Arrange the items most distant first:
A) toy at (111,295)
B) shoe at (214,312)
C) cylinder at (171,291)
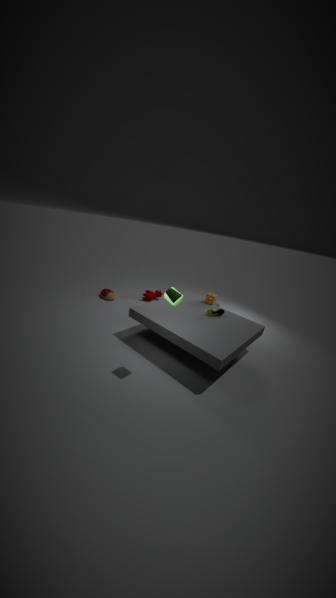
toy at (111,295) < shoe at (214,312) < cylinder at (171,291)
